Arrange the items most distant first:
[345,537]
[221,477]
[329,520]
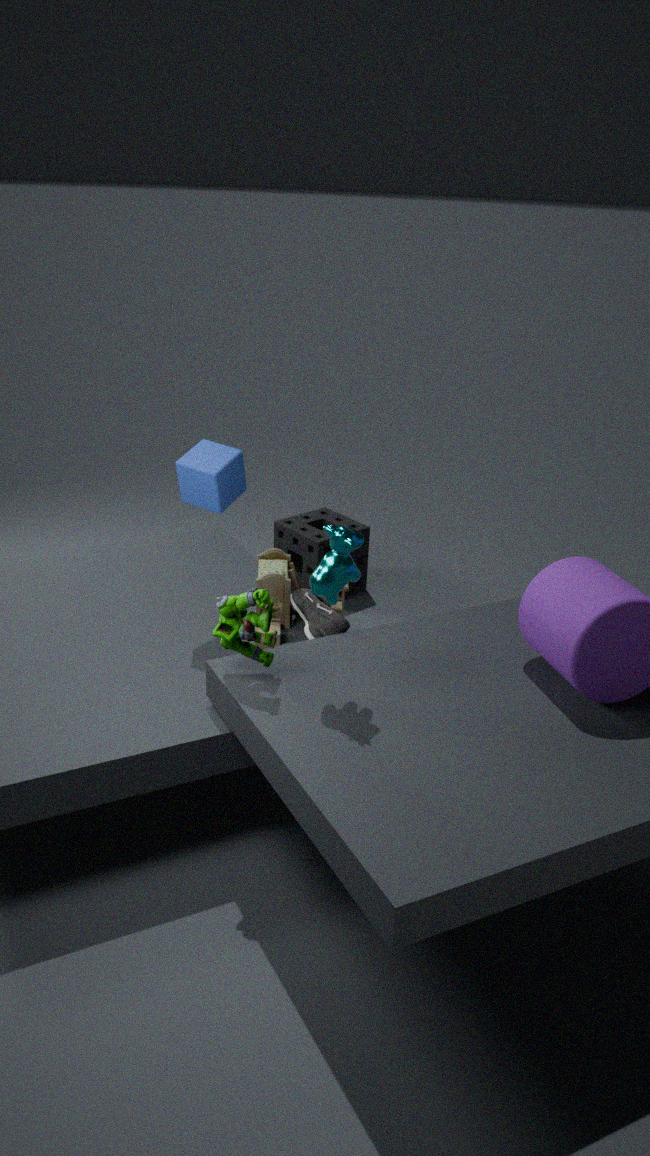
[329,520] < [221,477] < [345,537]
